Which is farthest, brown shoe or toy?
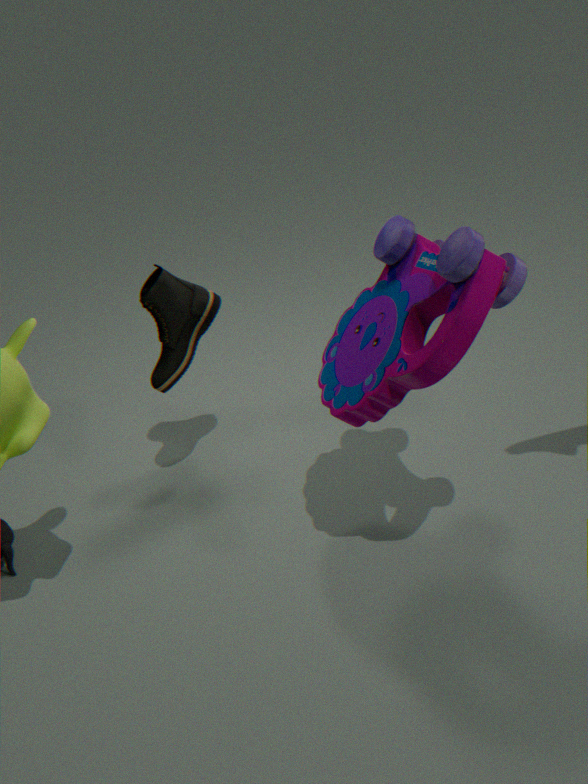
brown shoe
